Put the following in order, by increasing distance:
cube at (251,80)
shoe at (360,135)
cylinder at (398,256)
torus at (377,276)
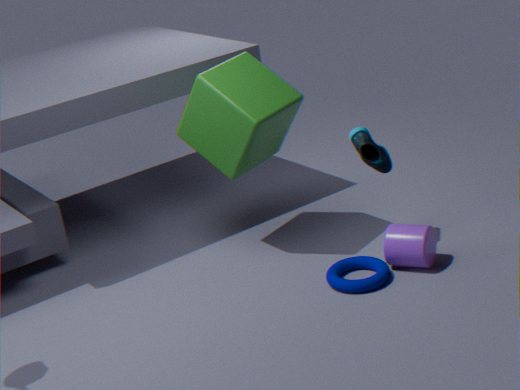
torus at (377,276), cylinder at (398,256), cube at (251,80), shoe at (360,135)
